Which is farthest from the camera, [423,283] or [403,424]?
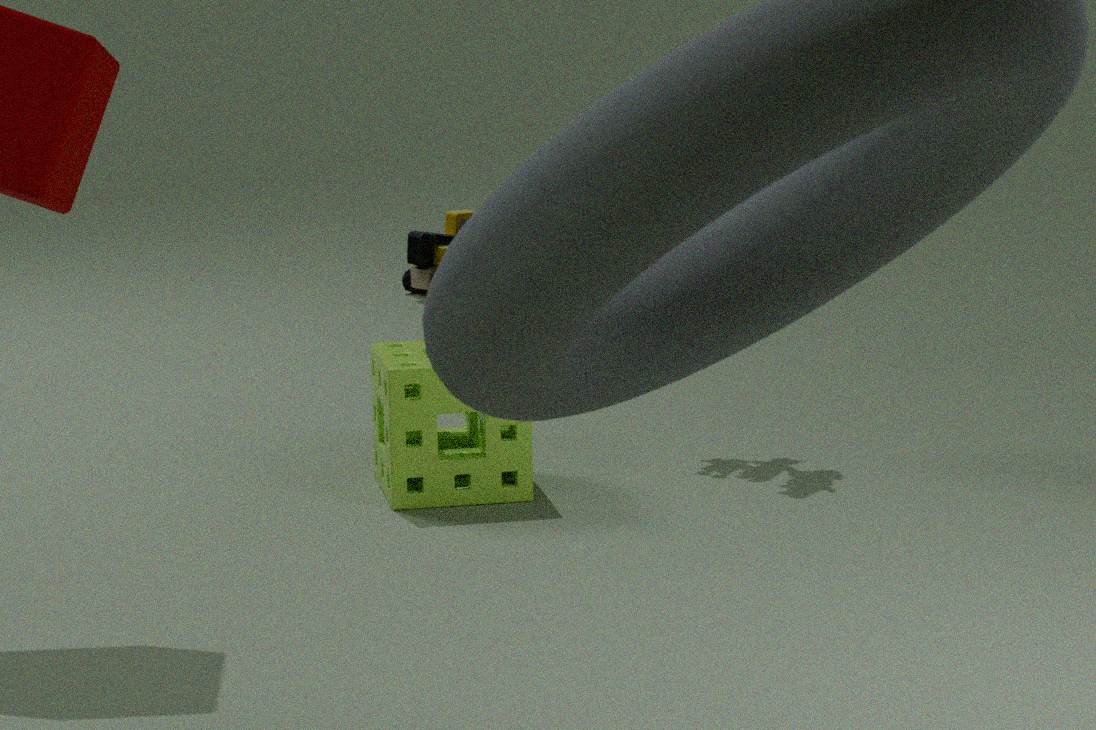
[423,283]
